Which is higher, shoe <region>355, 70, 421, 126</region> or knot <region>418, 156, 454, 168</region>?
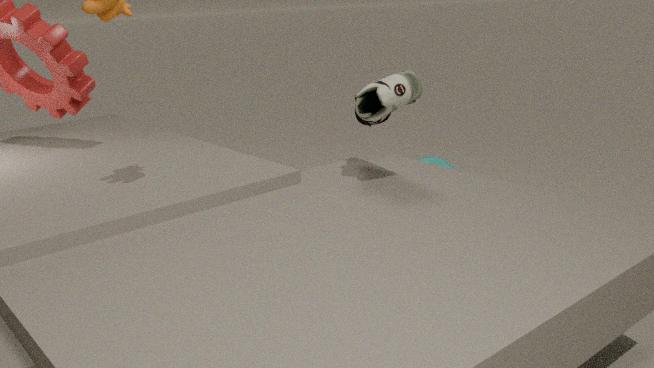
shoe <region>355, 70, 421, 126</region>
